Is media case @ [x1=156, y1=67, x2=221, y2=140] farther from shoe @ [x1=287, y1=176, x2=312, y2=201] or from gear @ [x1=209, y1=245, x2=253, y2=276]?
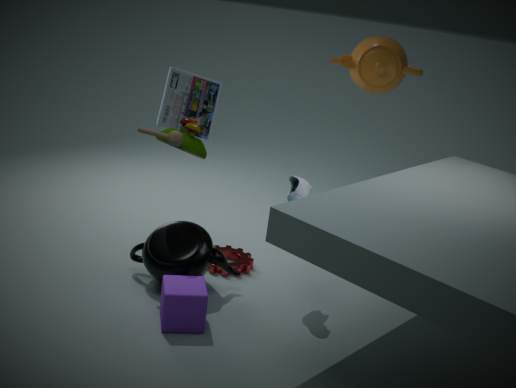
shoe @ [x1=287, y1=176, x2=312, y2=201]
